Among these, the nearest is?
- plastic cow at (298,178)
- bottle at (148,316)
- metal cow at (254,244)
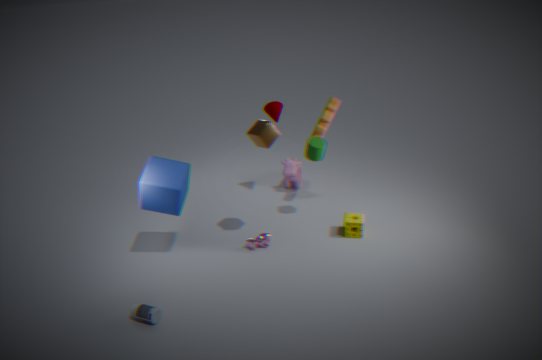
bottle at (148,316)
